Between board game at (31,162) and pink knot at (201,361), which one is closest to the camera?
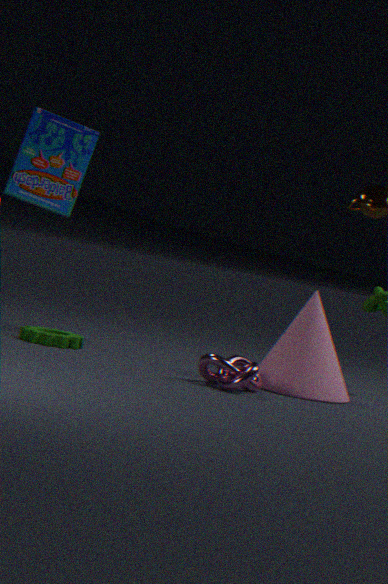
pink knot at (201,361)
